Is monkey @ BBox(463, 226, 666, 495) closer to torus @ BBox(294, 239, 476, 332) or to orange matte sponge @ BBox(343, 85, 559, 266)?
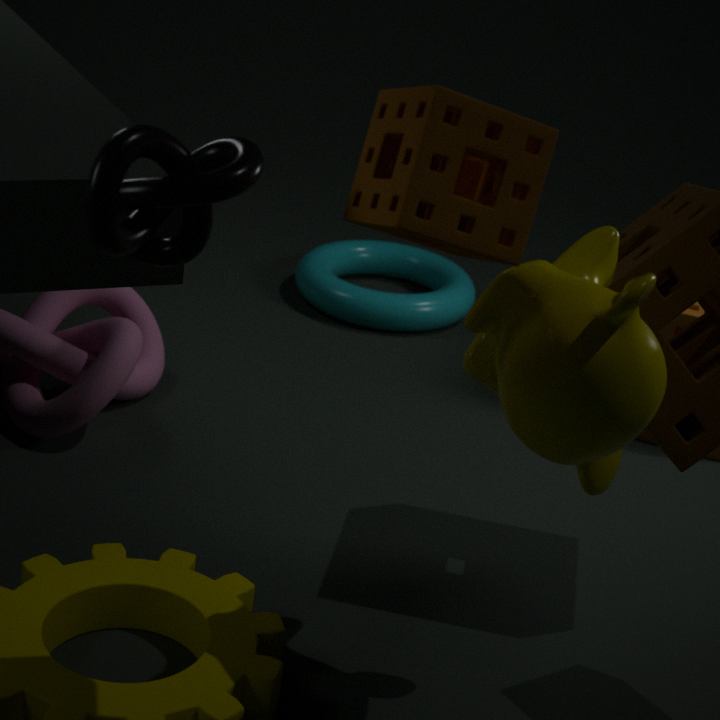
orange matte sponge @ BBox(343, 85, 559, 266)
